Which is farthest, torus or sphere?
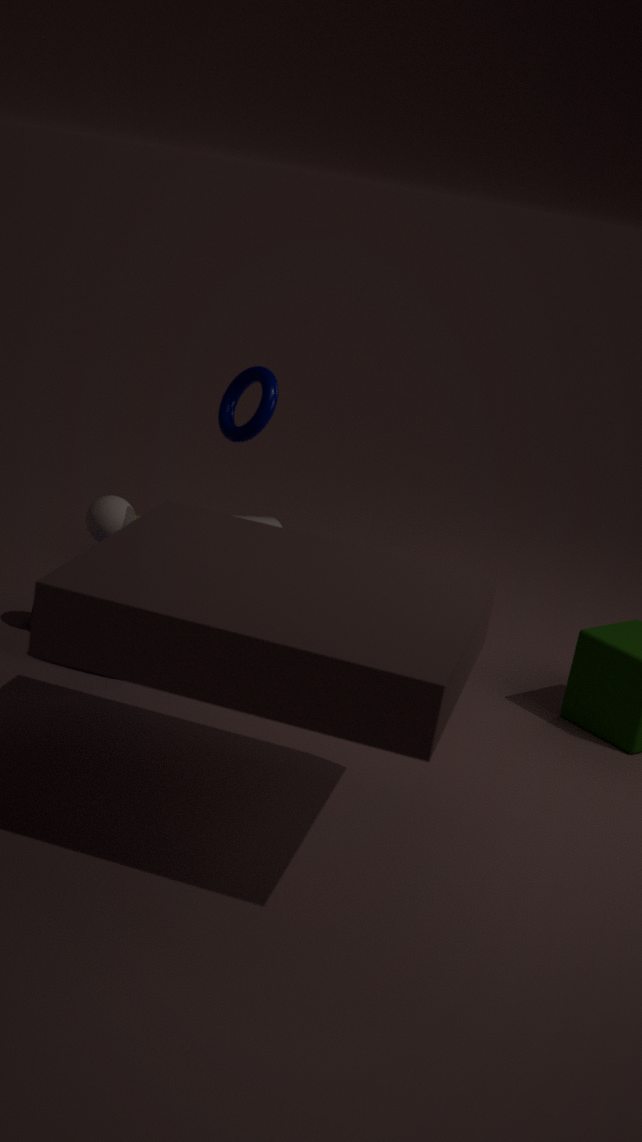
sphere
